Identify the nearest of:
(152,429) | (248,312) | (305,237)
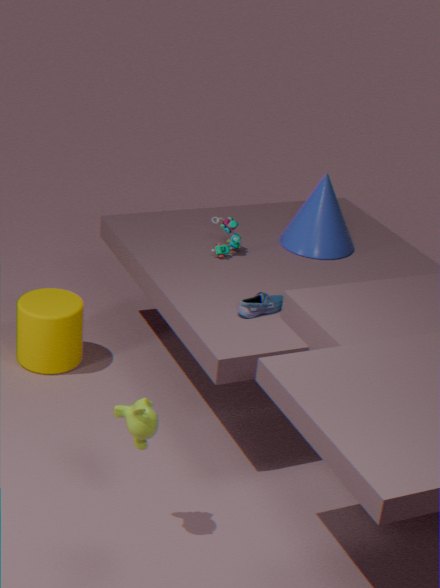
(152,429)
